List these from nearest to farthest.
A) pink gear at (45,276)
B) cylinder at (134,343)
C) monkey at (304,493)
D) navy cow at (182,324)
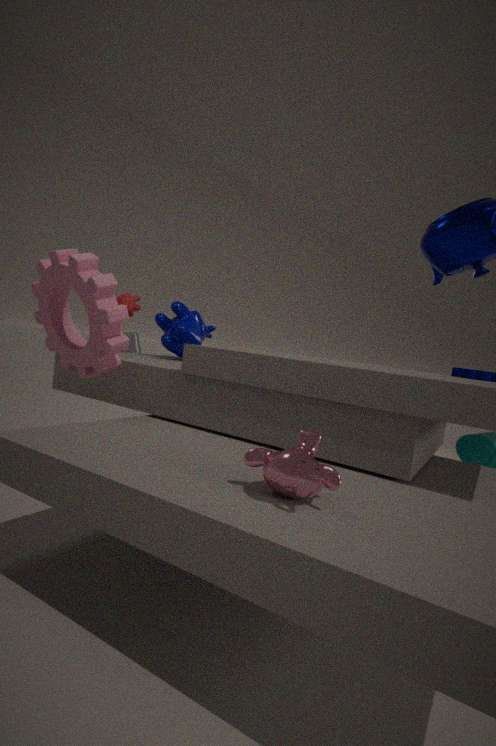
monkey at (304,493) < pink gear at (45,276) < navy cow at (182,324) < cylinder at (134,343)
